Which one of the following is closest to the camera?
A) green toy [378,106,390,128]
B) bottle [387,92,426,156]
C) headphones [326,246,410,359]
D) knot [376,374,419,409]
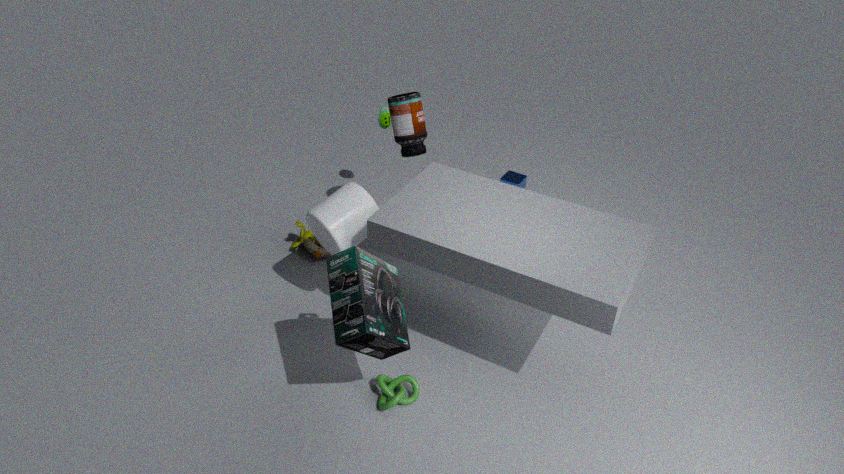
headphones [326,246,410,359]
